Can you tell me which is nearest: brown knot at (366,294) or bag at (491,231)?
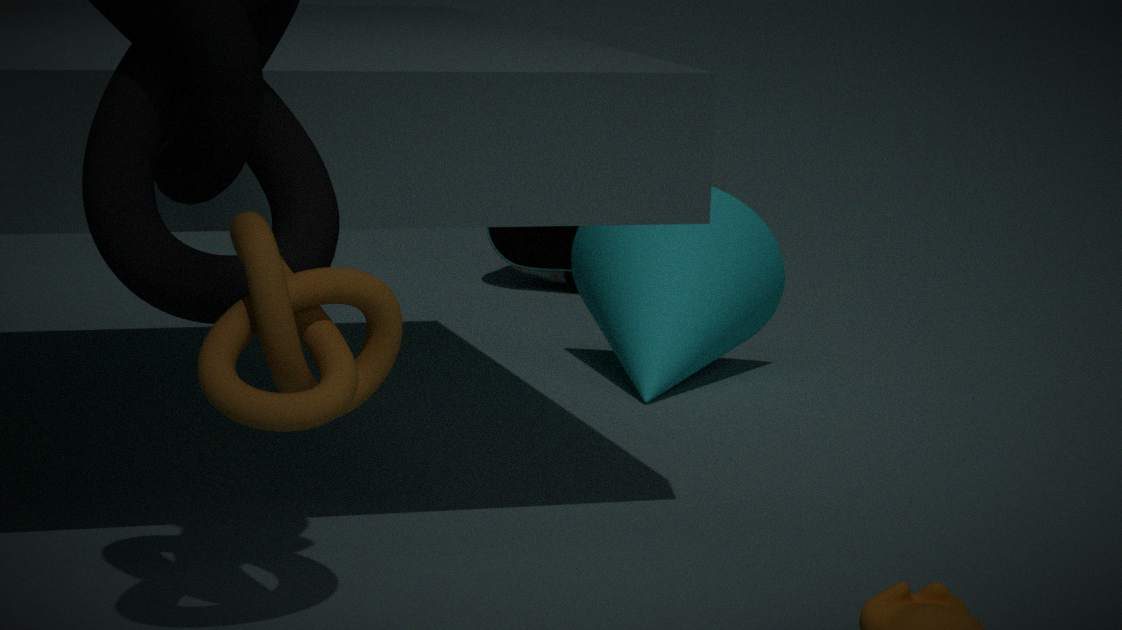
brown knot at (366,294)
